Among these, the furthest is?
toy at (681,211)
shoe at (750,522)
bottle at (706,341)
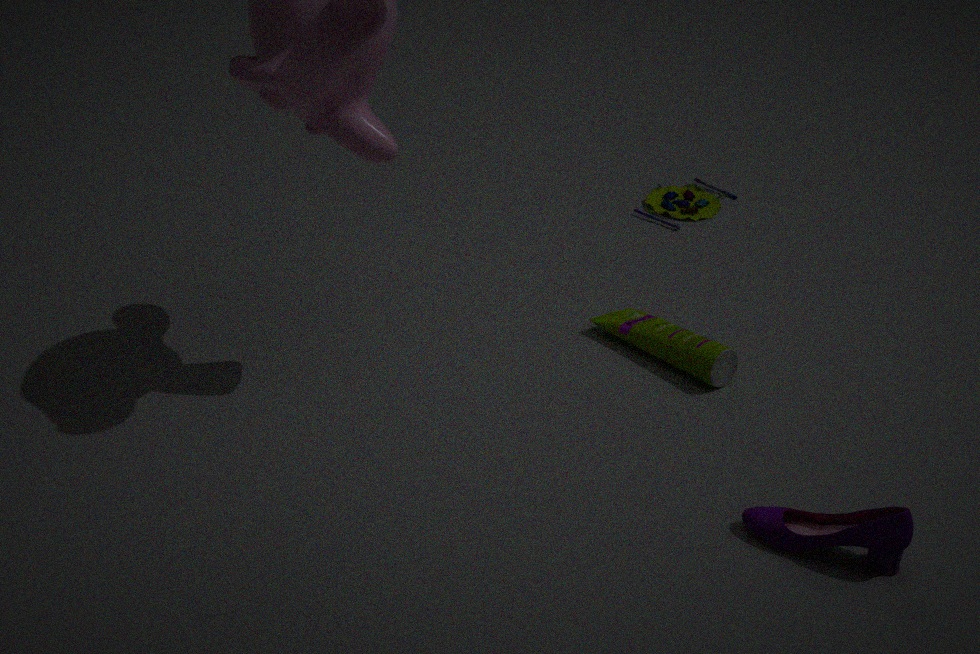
toy at (681,211)
